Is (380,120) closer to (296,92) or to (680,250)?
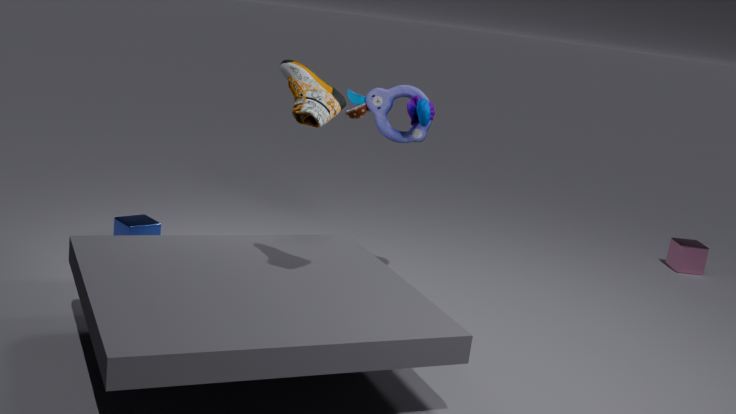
(296,92)
